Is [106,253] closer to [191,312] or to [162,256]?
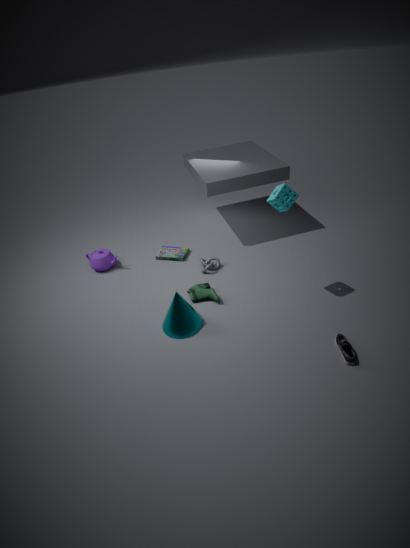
[162,256]
